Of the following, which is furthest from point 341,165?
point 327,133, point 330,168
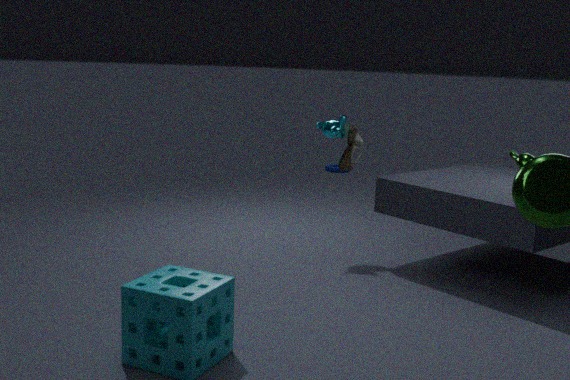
point 330,168
